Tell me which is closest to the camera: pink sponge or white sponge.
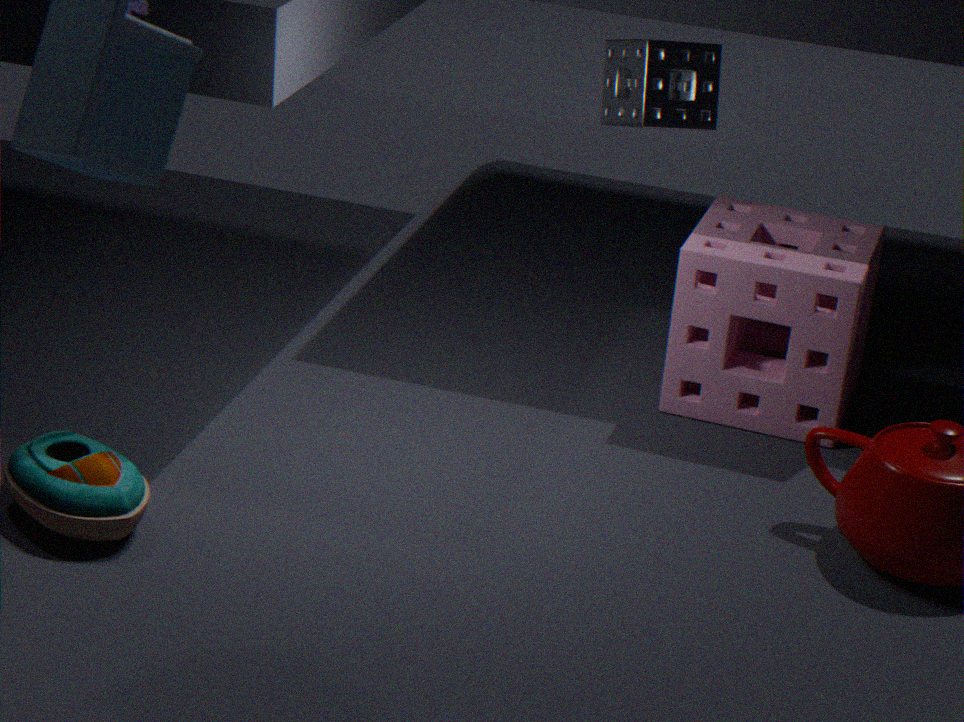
pink sponge
